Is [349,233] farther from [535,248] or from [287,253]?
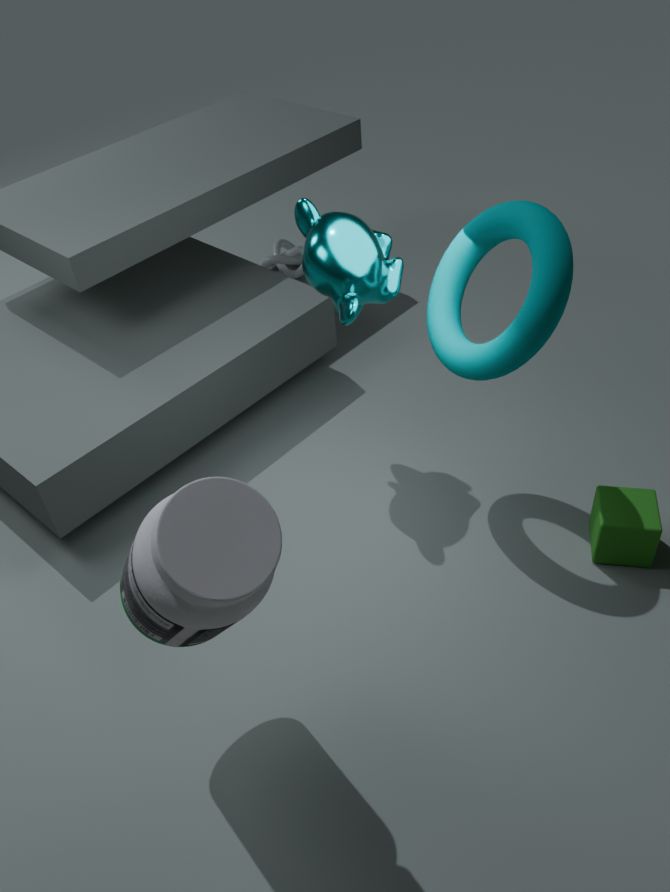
[287,253]
